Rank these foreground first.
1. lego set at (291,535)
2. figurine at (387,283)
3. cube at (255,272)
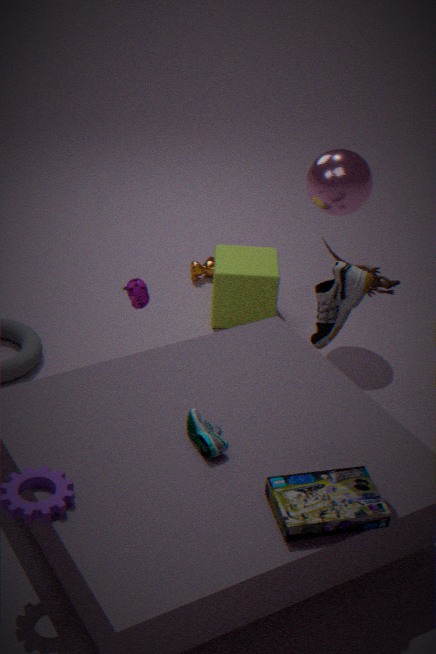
lego set at (291,535), figurine at (387,283), cube at (255,272)
